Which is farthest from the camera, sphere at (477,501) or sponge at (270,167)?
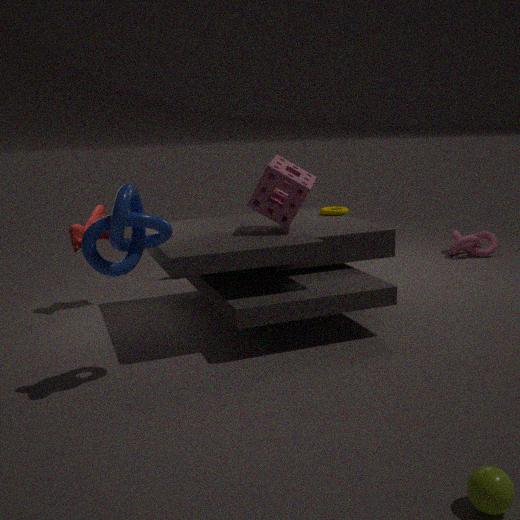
sponge at (270,167)
